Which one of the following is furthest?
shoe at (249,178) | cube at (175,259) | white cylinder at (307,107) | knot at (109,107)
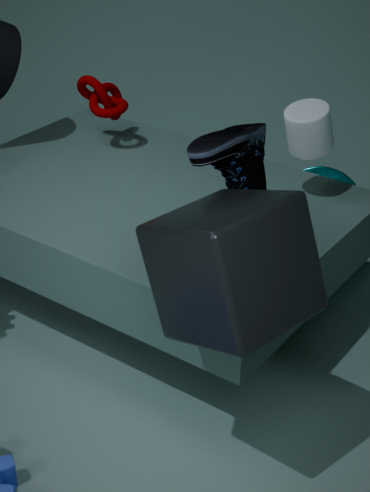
knot at (109,107)
